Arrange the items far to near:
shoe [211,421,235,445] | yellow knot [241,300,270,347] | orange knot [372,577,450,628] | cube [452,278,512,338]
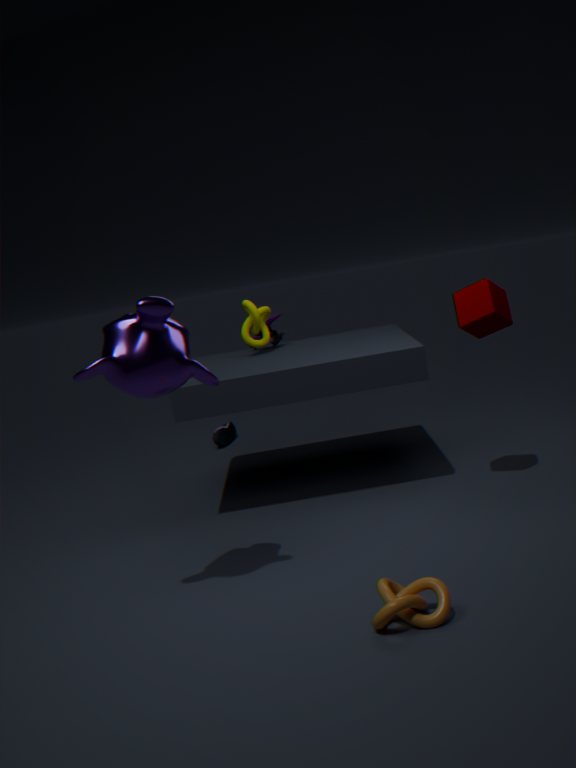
shoe [211,421,235,445] → yellow knot [241,300,270,347] → cube [452,278,512,338] → orange knot [372,577,450,628]
